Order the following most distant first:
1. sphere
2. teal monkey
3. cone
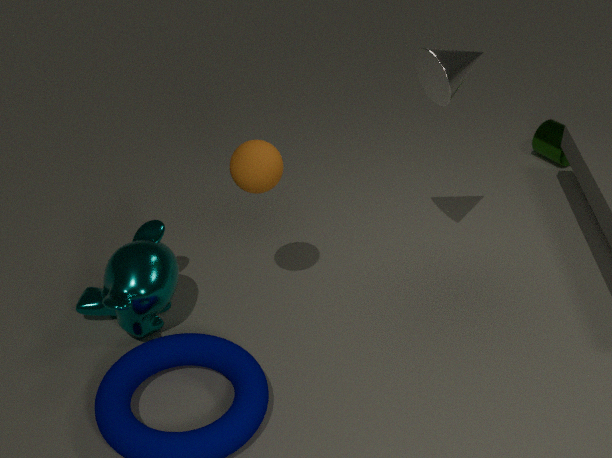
cone
teal monkey
sphere
